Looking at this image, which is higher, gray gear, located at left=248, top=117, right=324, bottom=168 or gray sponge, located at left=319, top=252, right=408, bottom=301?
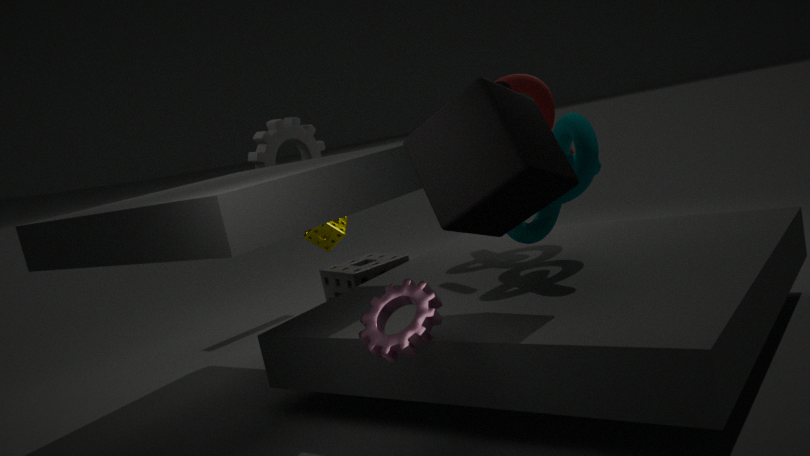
gray gear, located at left=248, top=117, right=324, bottom=168
